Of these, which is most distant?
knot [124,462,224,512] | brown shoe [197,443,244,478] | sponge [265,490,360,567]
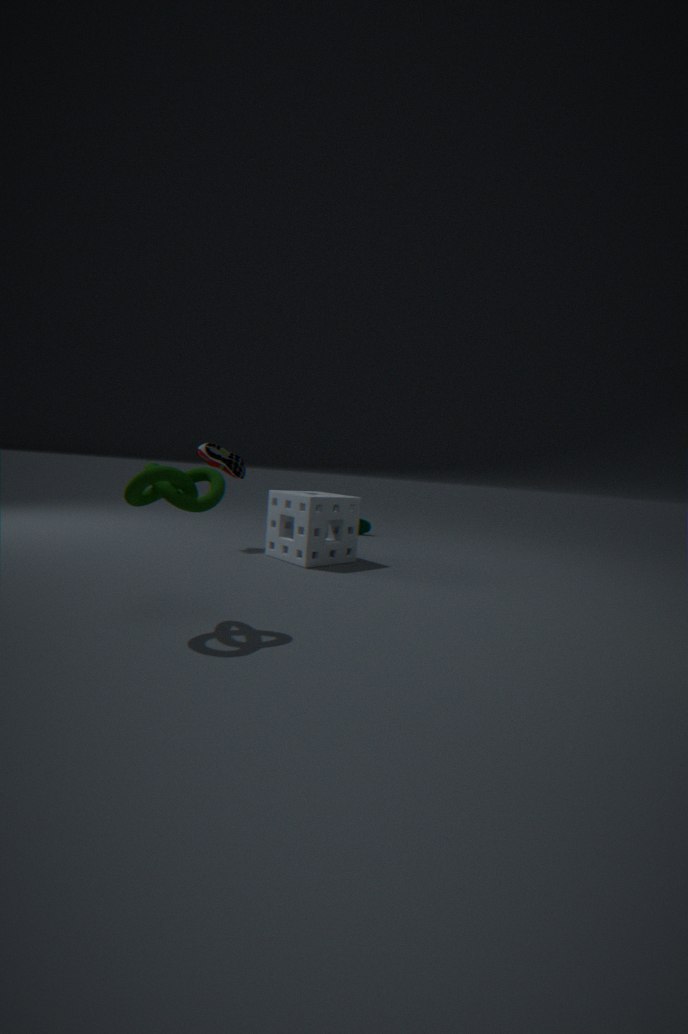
brown shoe [197,443,244,478]
